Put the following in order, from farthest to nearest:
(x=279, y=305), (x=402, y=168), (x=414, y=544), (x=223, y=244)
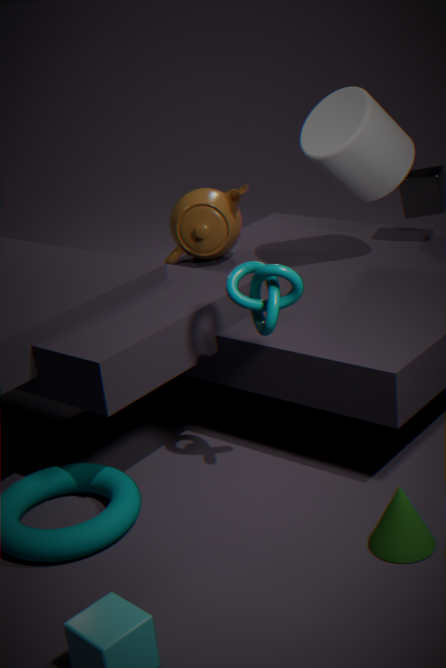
1. (x=223, y=244)
2. (x=402, y=168)
3. (x=279, y=305)
4. (x=414, y=544)
